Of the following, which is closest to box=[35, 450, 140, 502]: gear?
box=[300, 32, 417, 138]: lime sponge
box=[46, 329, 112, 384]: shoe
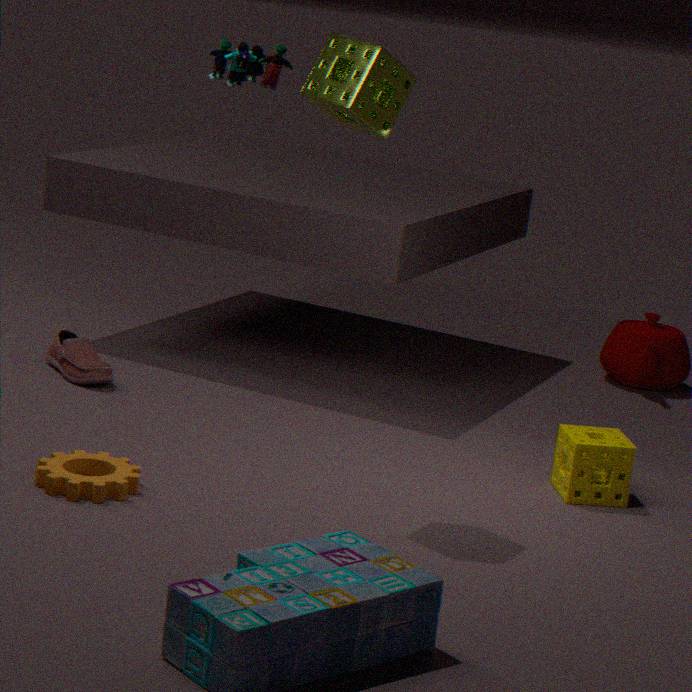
box=[46, 329, 112, 384]: shoe
